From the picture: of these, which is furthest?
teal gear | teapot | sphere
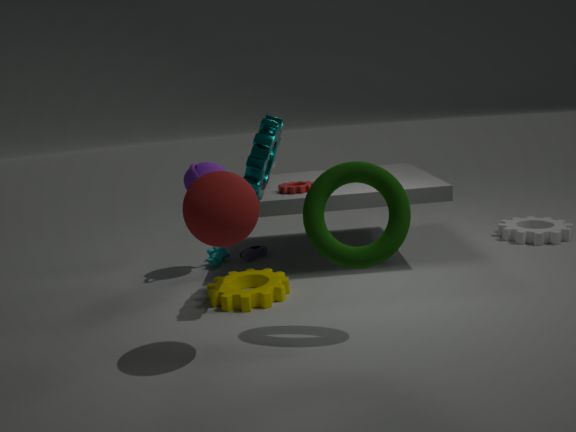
teapot
